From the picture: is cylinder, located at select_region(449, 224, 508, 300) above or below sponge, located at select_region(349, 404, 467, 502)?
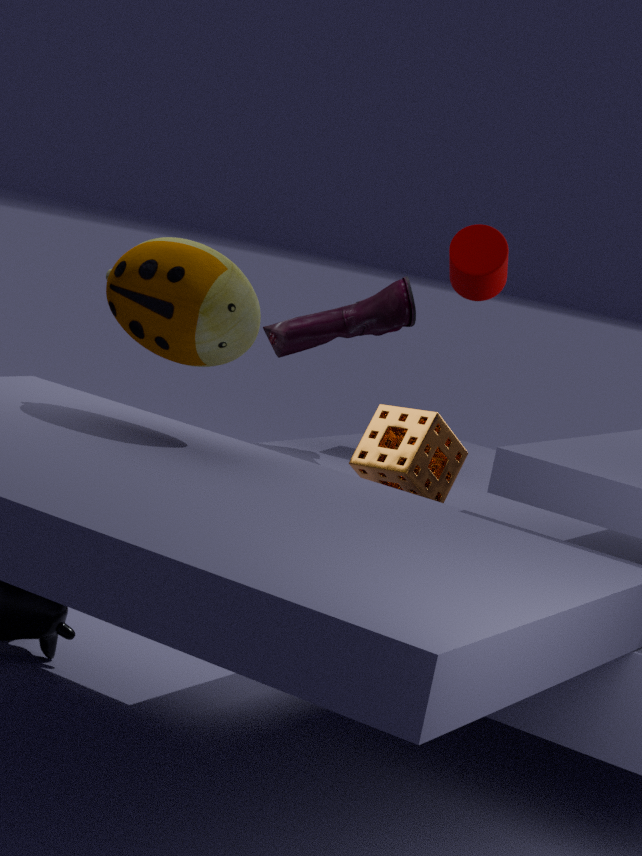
above
